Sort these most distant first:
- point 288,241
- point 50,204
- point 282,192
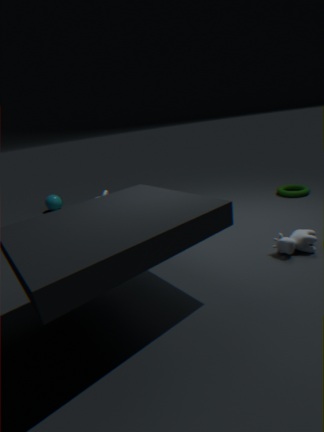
1. point 50,204
2. point 282,192
3. point 288,241
